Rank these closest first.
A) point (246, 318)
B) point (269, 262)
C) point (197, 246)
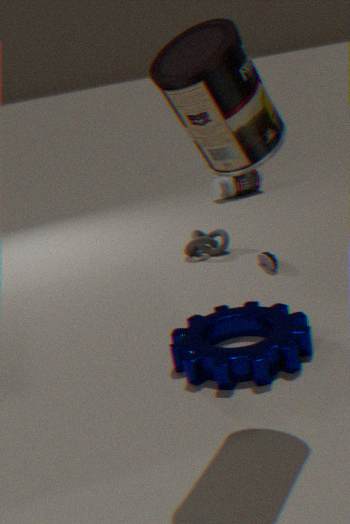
point (246, 318), point (269, 262), point (197, 246)
